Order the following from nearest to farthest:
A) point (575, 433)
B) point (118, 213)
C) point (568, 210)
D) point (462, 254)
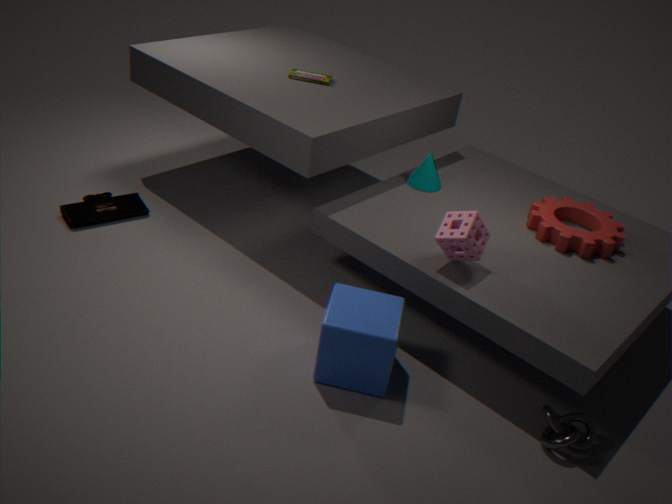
1. point (575, 433)
2. point (462, 254)
3. point (568, 210)
4. point (118, 213)
